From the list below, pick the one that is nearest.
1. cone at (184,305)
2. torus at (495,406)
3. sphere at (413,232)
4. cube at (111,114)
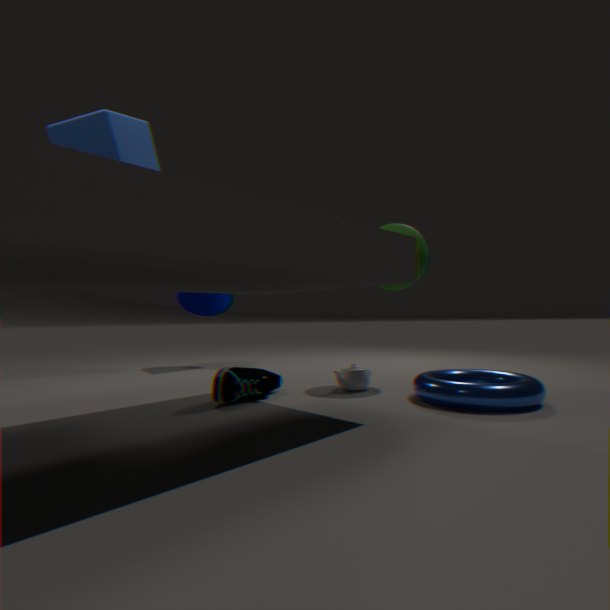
cube at (111,114)
